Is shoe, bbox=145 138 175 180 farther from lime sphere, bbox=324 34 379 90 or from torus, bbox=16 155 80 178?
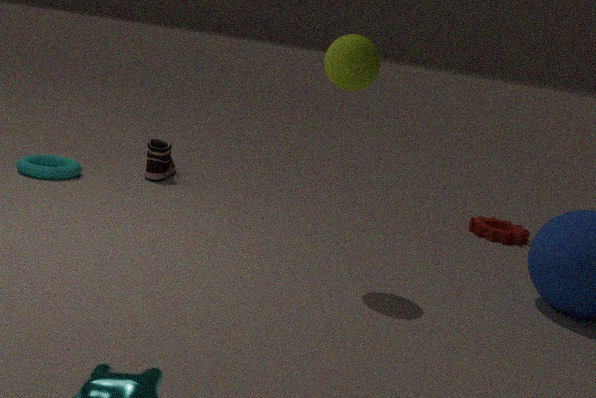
lime sphere, bbox=324 34 379 90
